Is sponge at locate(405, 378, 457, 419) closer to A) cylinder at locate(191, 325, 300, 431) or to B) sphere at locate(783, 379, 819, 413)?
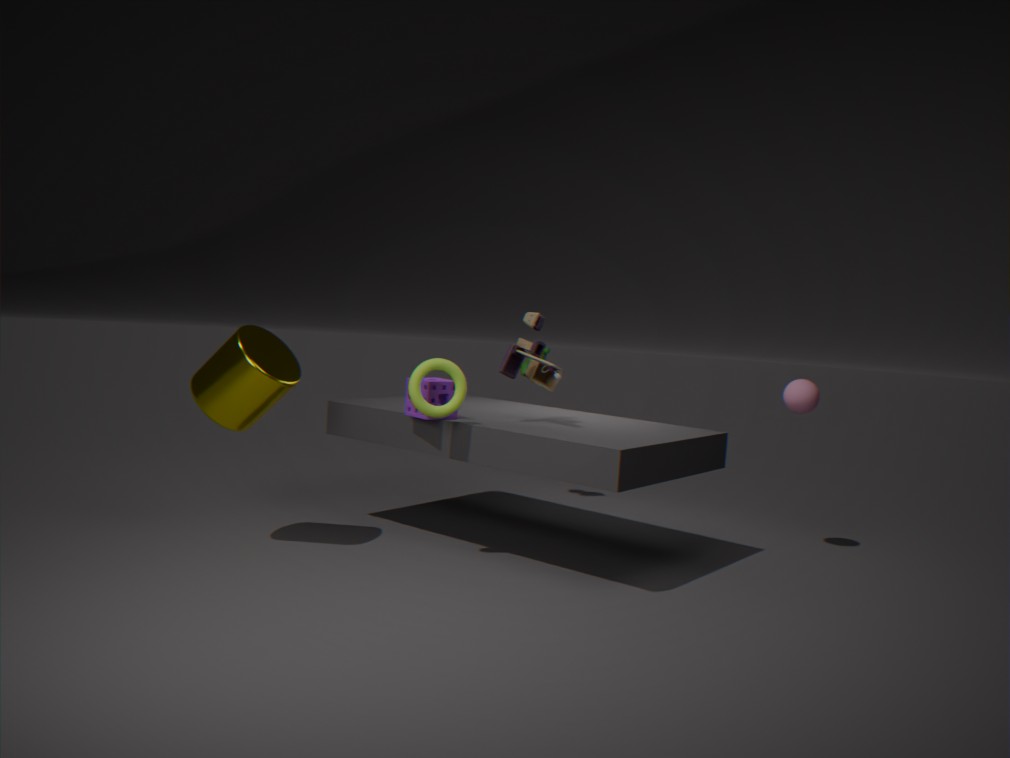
A) cylinder at locate(191, 325, 300, 431)
